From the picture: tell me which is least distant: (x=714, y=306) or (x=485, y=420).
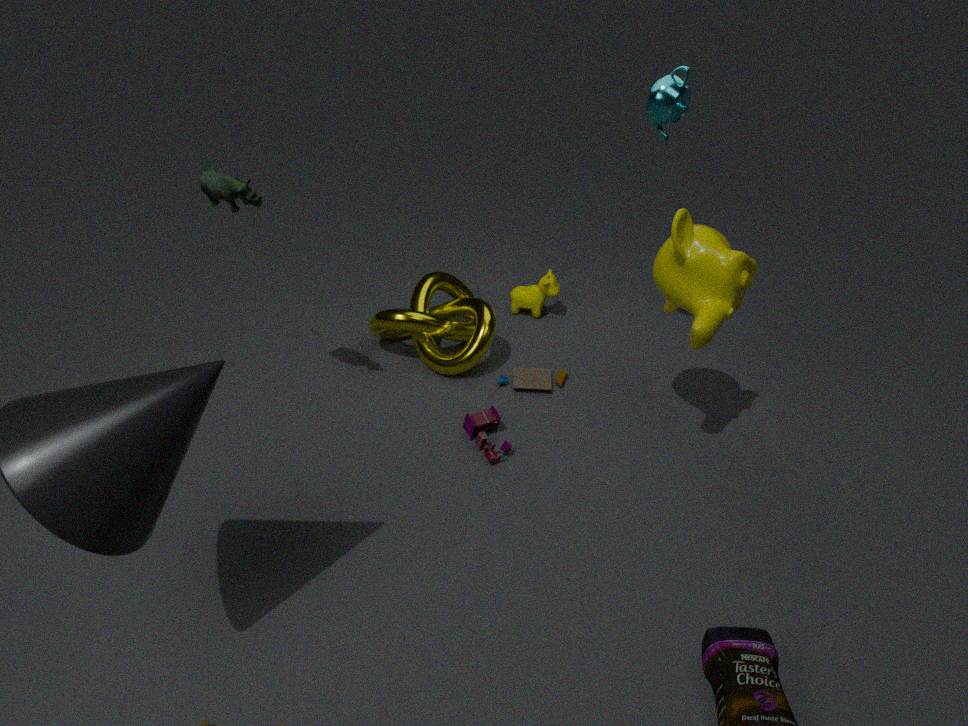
(x=714, y=306)
